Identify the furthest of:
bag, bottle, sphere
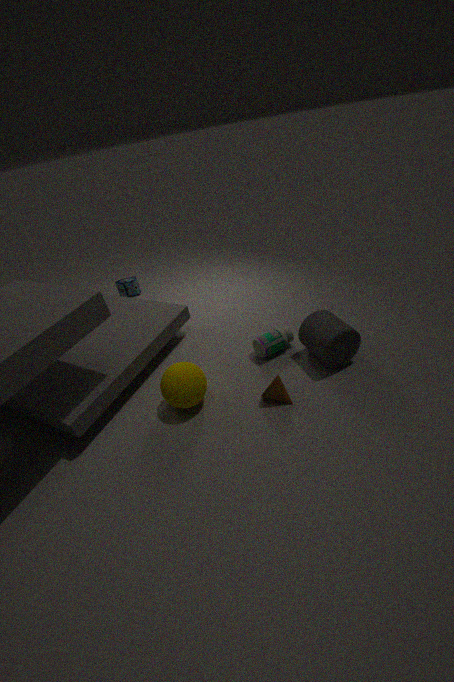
bag
